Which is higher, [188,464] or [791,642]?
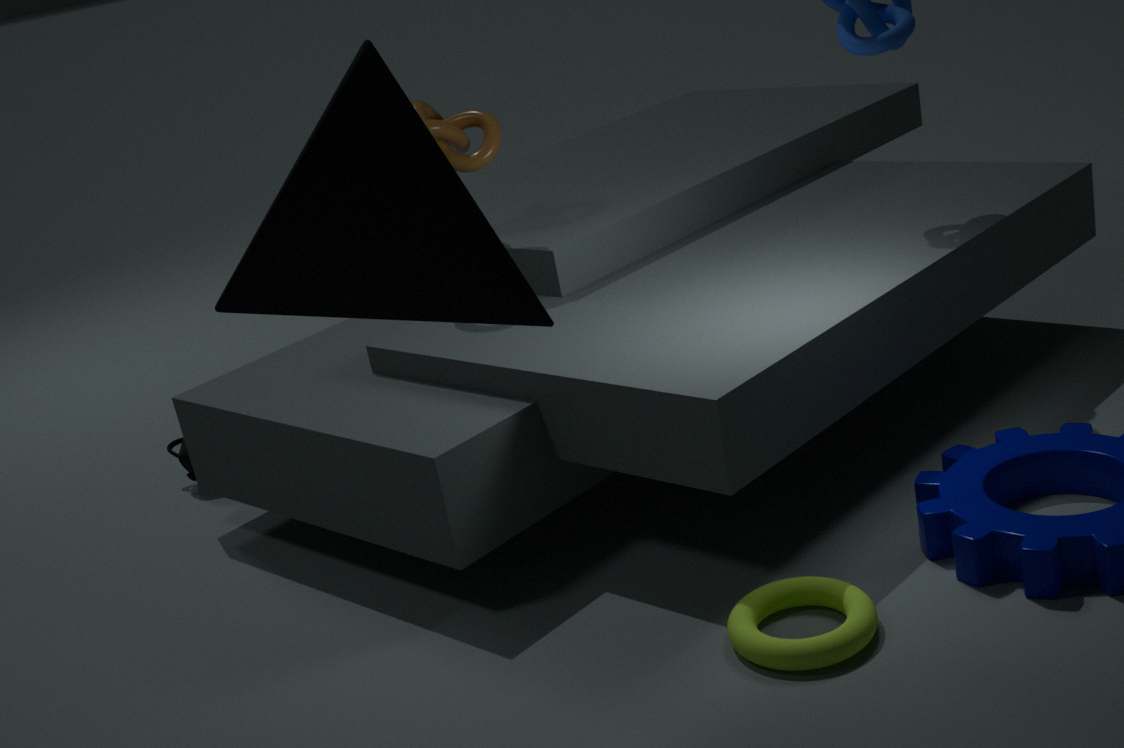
[188,464]
